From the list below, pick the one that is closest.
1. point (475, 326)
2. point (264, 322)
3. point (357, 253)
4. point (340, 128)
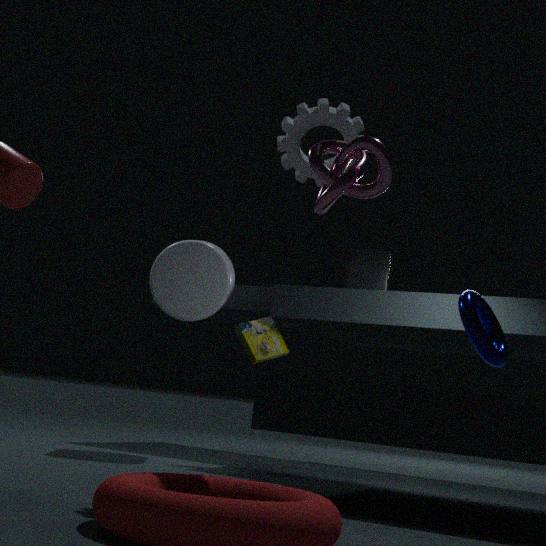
point (340, 128)
